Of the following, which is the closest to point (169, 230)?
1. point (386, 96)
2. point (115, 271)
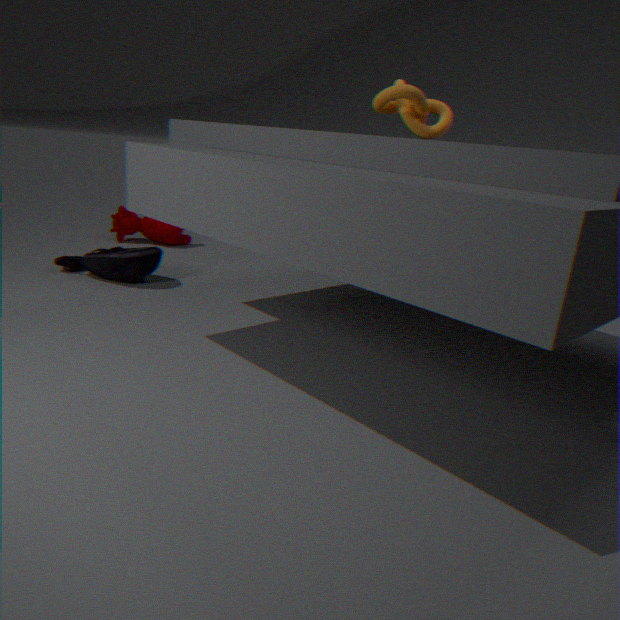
point (115, 271)
